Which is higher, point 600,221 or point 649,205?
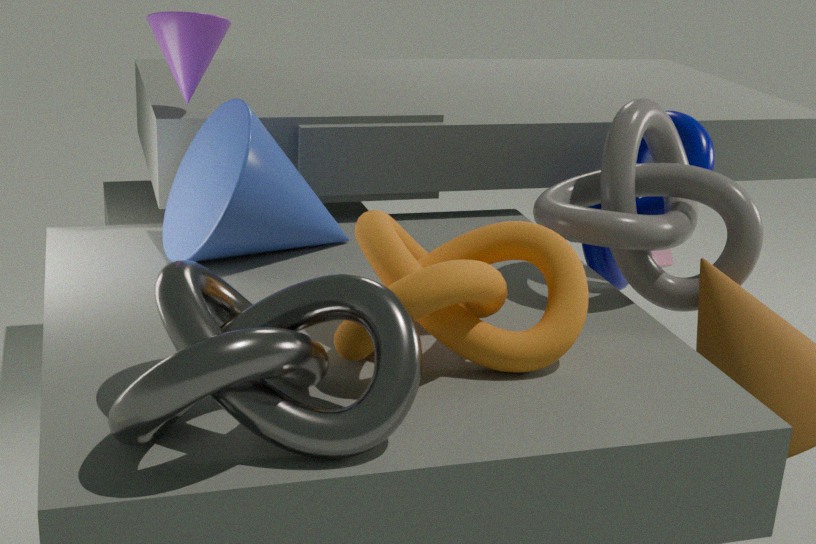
point 600,221
